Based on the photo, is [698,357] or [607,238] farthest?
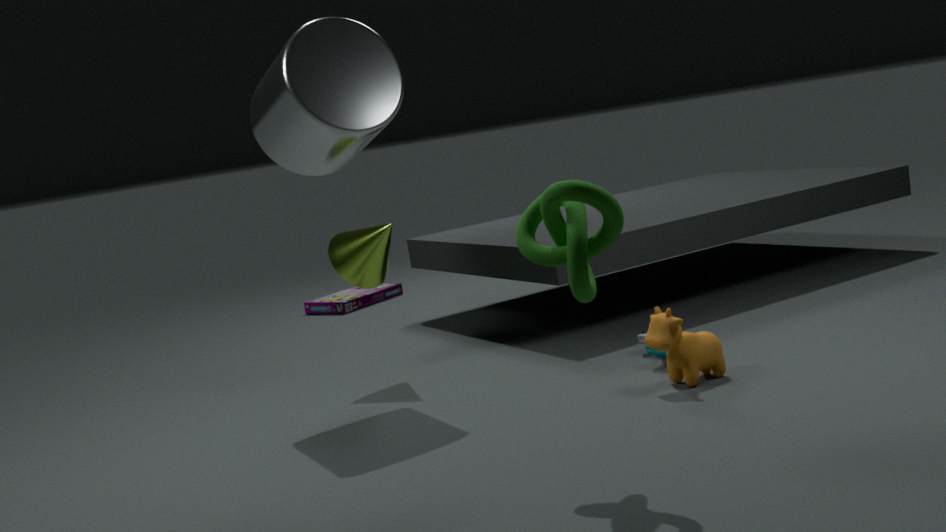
[698,357]
